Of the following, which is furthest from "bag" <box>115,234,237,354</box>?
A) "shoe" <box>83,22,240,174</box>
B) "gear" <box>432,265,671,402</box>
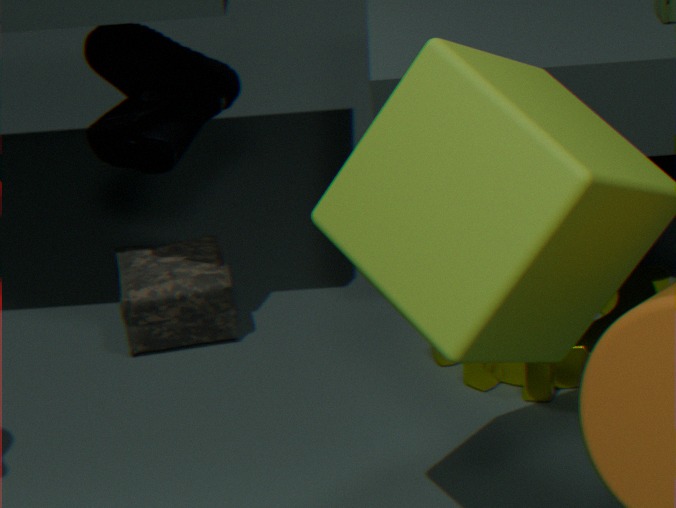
"gear" <box>432,265,671,402</box>
